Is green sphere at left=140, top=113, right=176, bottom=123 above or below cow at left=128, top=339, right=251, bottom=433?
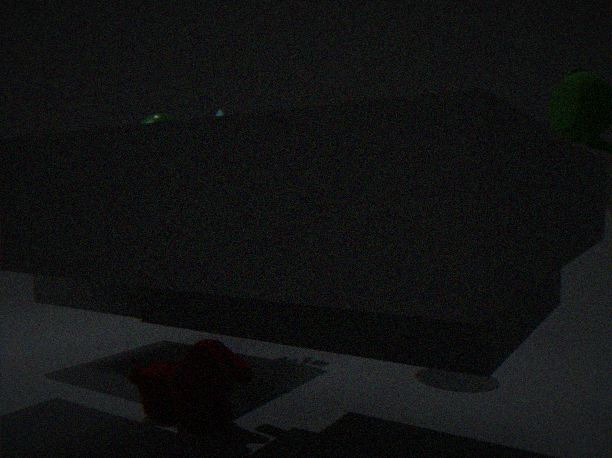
above
